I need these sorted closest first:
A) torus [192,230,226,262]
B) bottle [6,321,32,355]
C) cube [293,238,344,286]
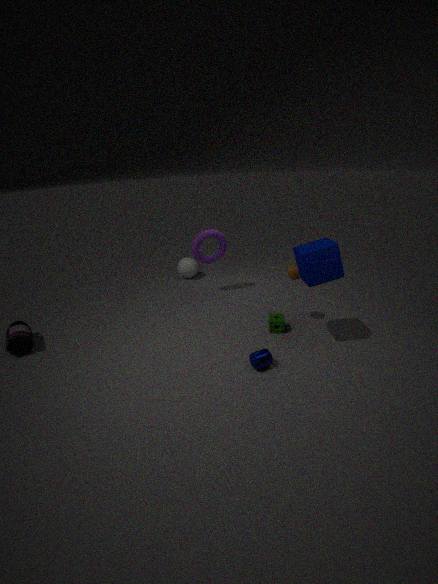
cube [293,238,344,286]
bottle [6,321,32,355]
torus [192,230,226,262]
